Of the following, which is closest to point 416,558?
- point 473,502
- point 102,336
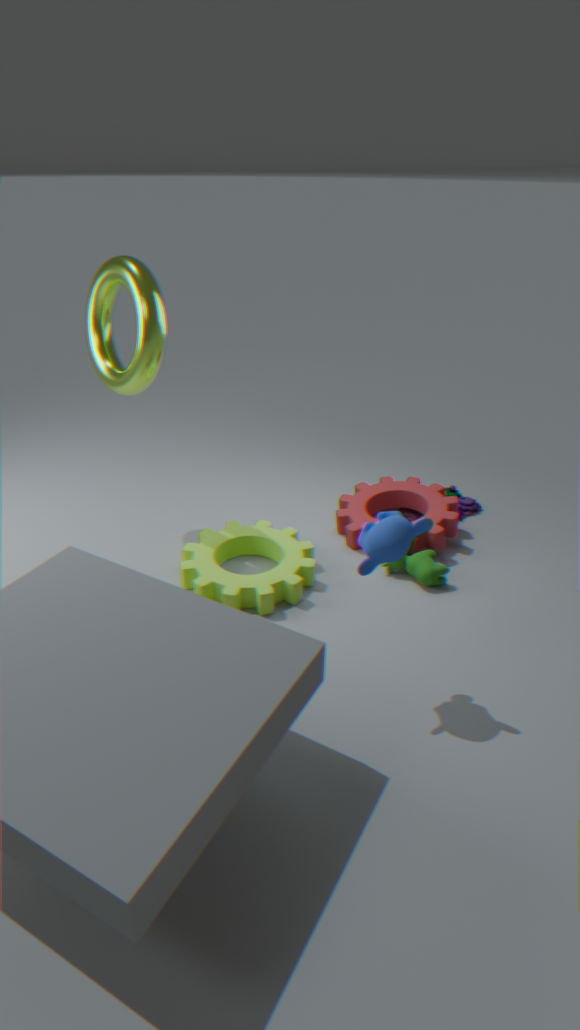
point 473,502
